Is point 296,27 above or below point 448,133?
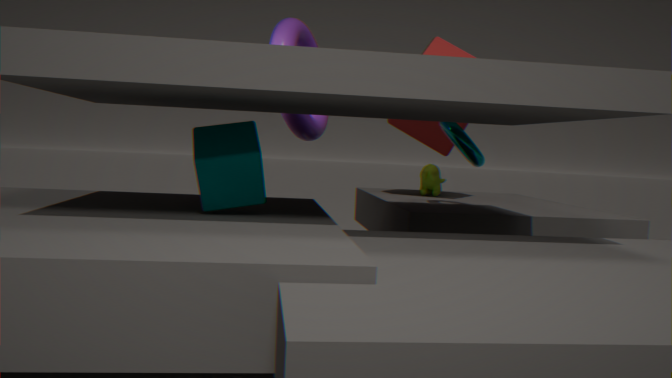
above
